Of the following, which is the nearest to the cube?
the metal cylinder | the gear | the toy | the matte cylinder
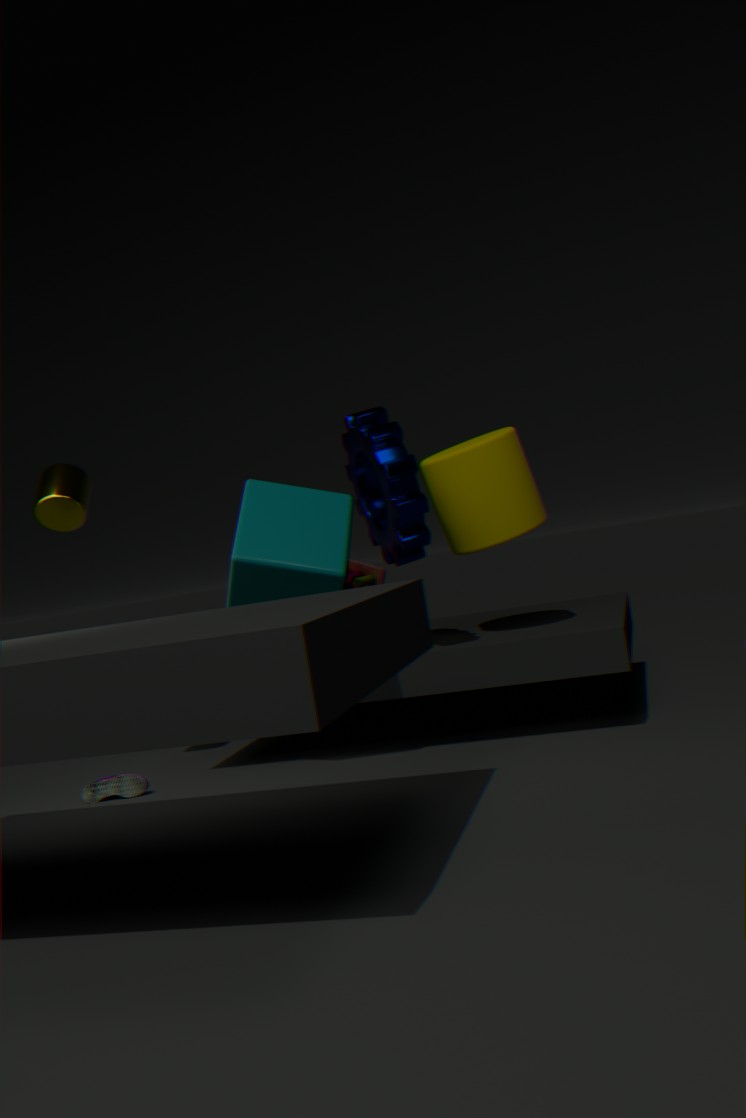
the toy
